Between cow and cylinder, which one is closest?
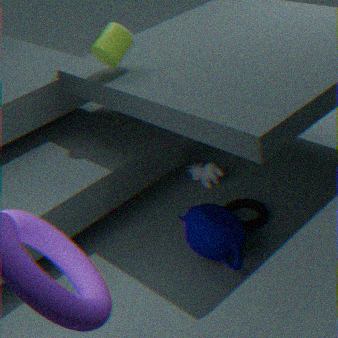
cylinder
